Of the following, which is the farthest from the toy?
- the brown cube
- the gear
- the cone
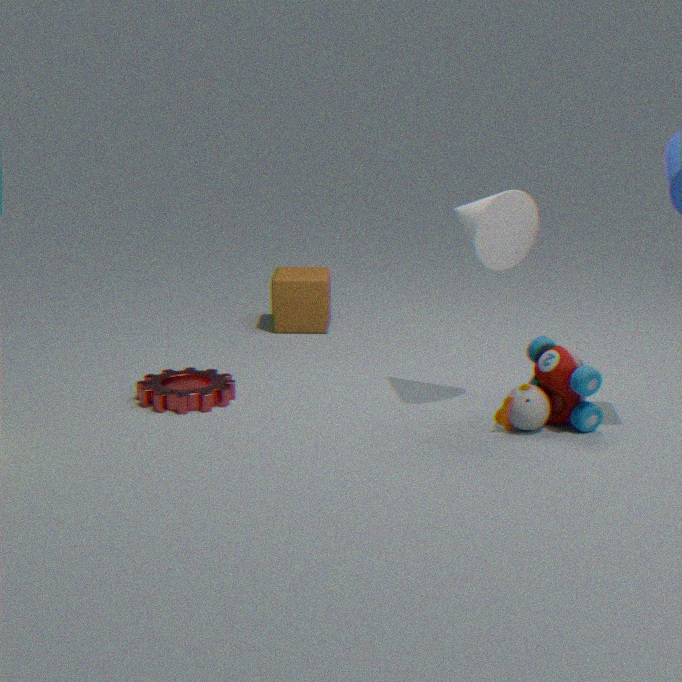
the brown cube
